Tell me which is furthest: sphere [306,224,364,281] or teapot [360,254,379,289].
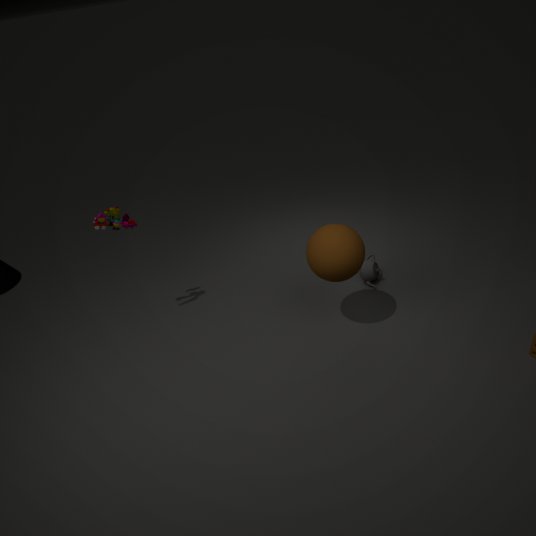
teapot [360,254,379,289]
